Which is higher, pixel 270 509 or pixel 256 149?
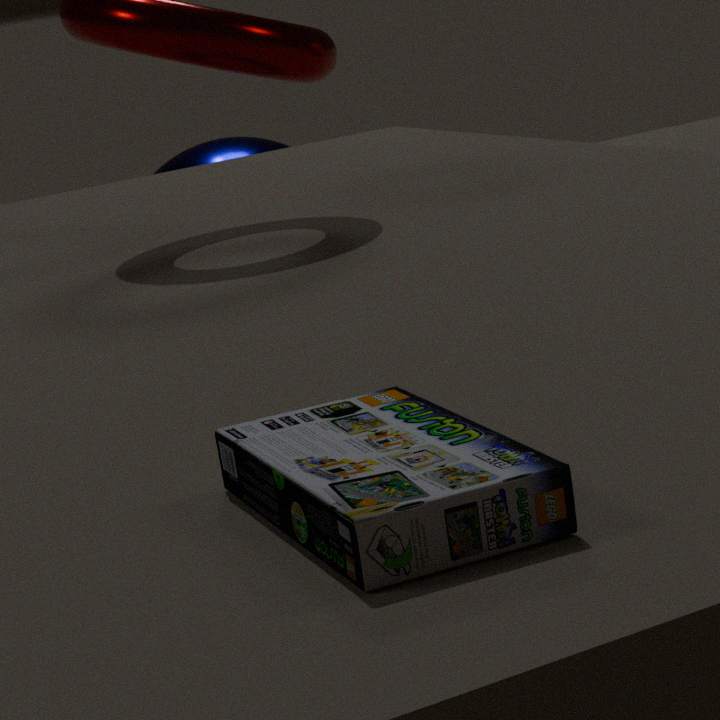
pixel 270 509
